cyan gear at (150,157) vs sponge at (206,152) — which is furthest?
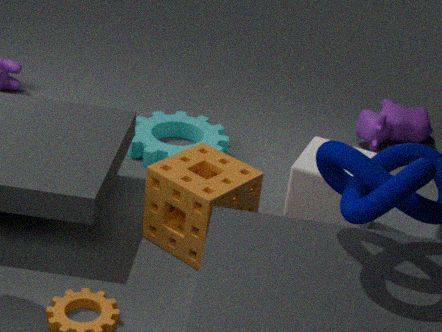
cyan gear at (150,157)
